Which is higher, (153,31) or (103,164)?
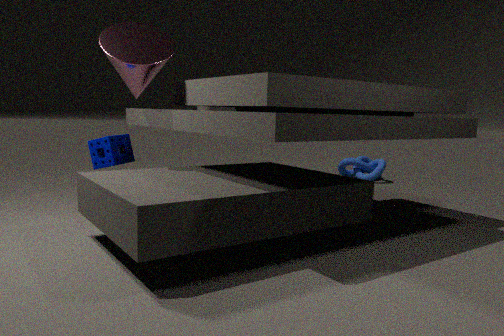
(153,31)
